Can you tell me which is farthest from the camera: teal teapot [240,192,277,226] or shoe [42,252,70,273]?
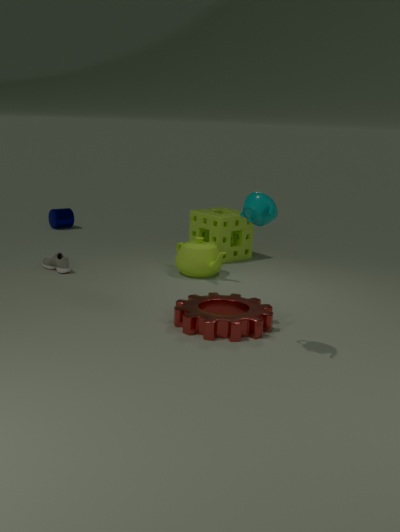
shoe [42,252,70,273]
